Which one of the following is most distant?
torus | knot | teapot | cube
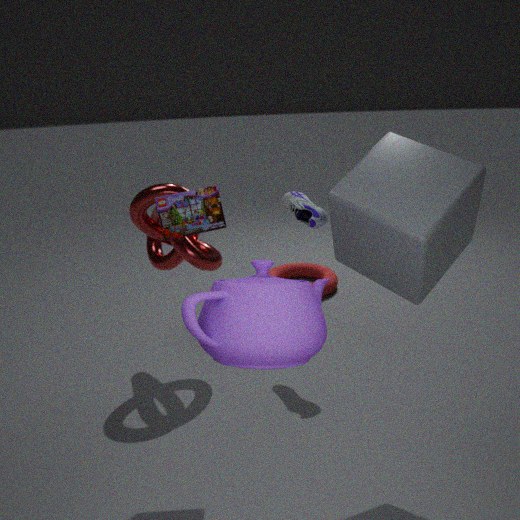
torus
